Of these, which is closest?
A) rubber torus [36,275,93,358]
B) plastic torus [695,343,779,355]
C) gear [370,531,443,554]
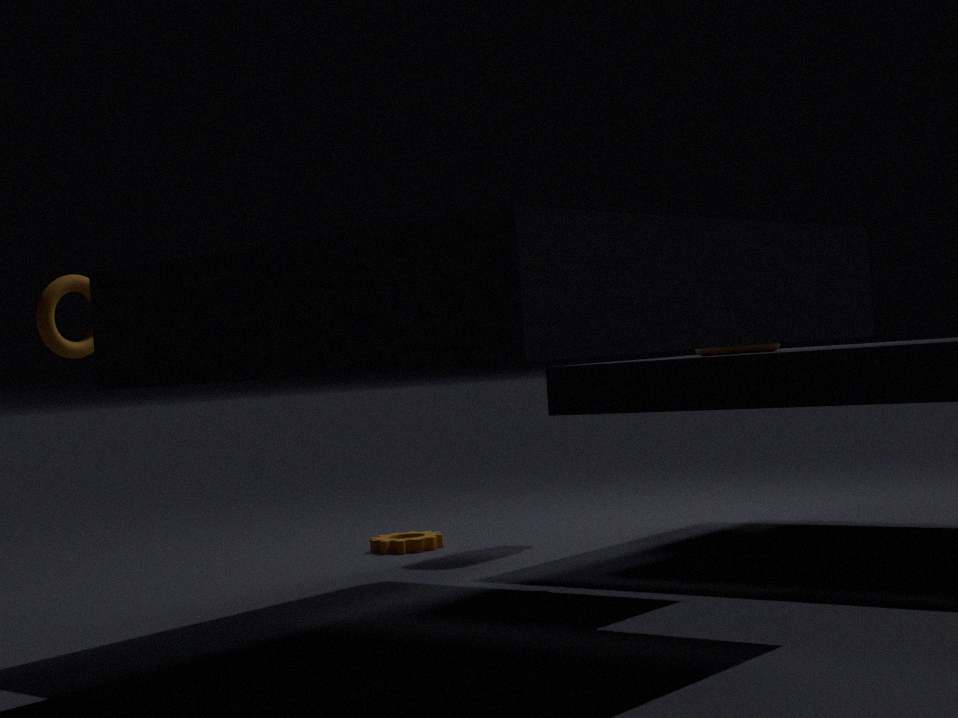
plastic torus [695,343,779,355]
